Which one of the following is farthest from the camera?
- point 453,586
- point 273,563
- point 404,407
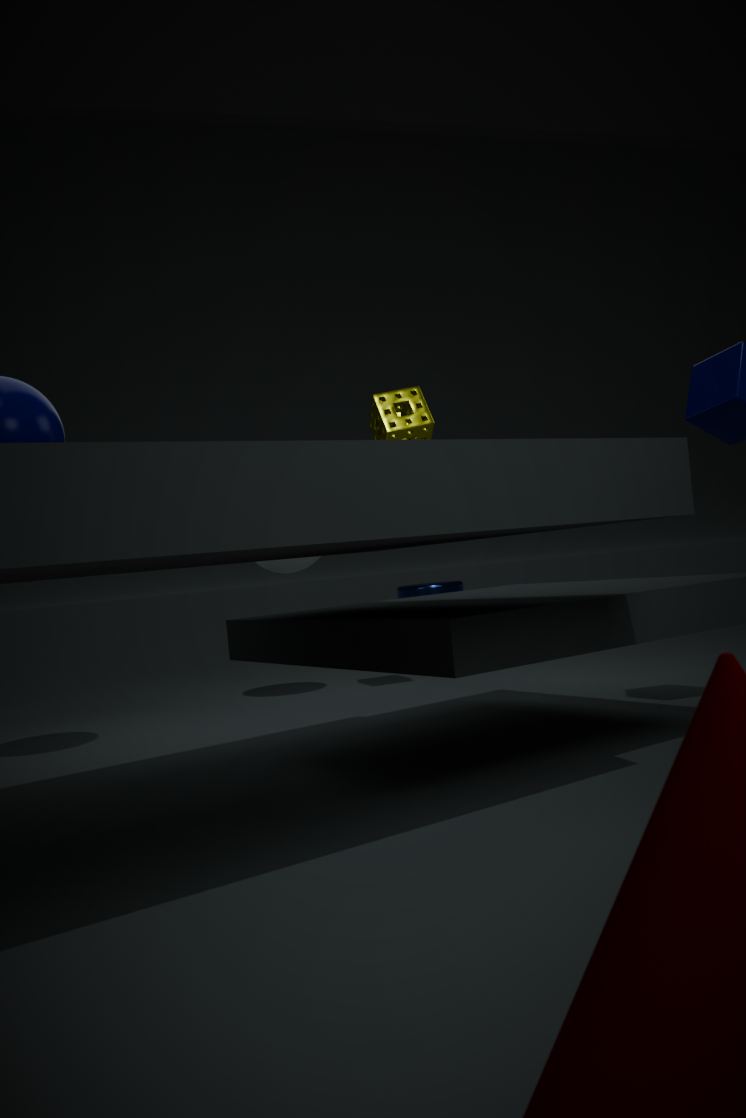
point 453,586
